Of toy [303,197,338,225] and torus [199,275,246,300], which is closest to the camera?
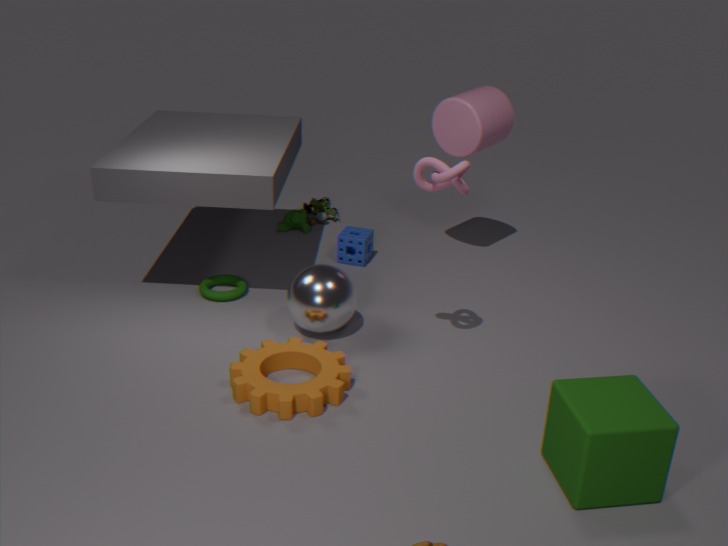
torus [199,275,246,300]
